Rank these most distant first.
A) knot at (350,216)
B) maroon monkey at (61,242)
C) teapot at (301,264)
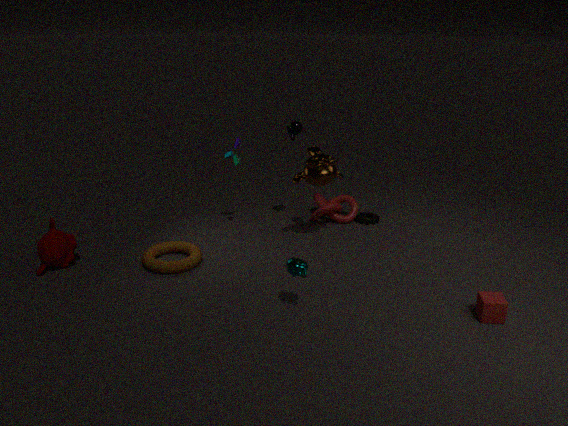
knot at (350,216), maroon monkey at (61,242), teapot at (301,264)
